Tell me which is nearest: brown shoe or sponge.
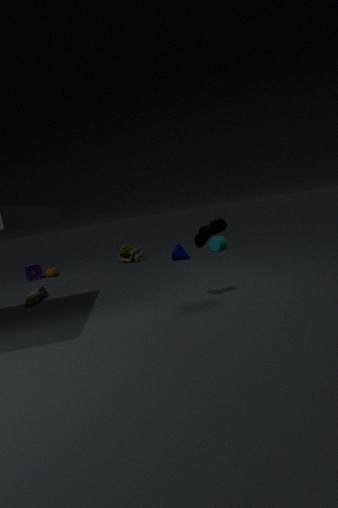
brown shoe
